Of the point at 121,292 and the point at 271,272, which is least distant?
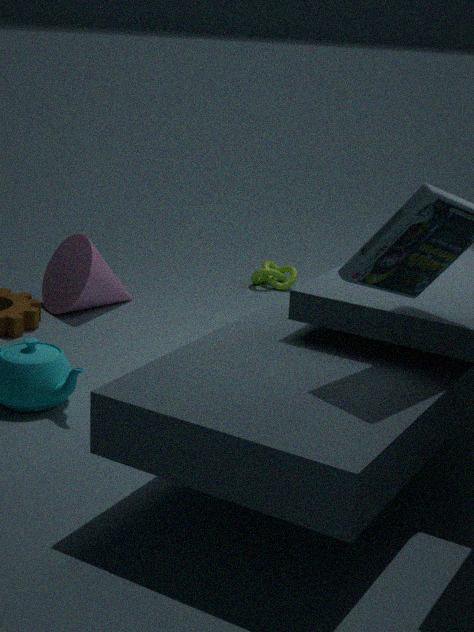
the point at 121,292
